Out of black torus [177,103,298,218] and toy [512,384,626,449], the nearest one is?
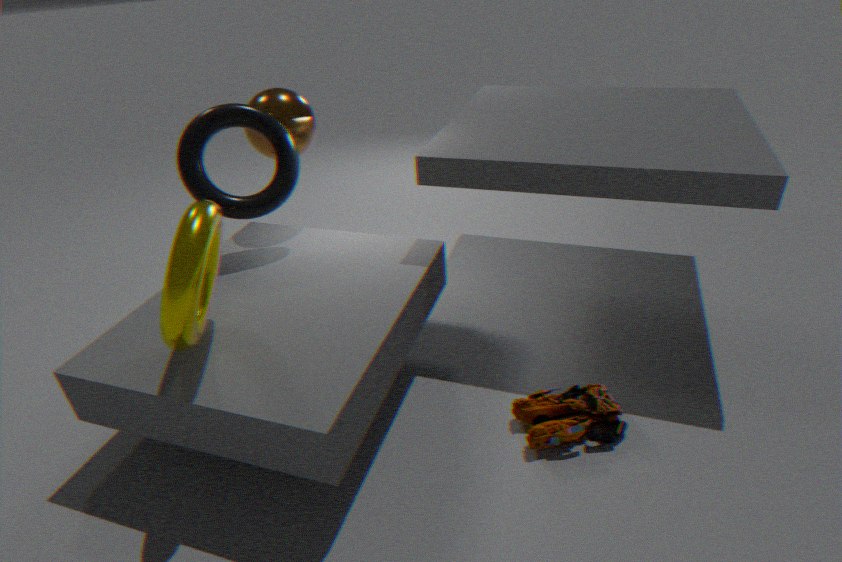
toy [512,384,626,449]
